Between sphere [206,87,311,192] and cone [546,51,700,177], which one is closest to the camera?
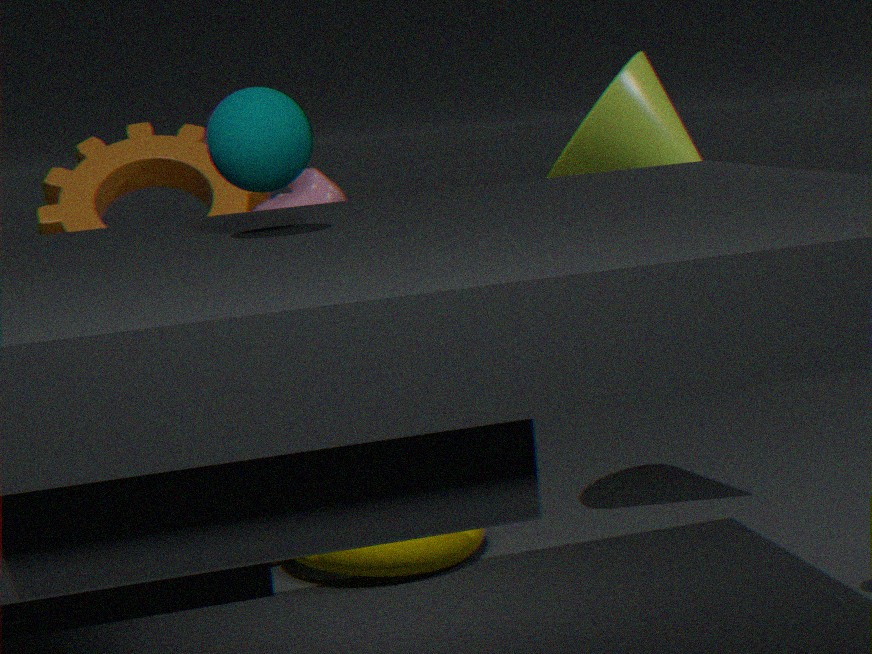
sphere [206,87,311,192]
